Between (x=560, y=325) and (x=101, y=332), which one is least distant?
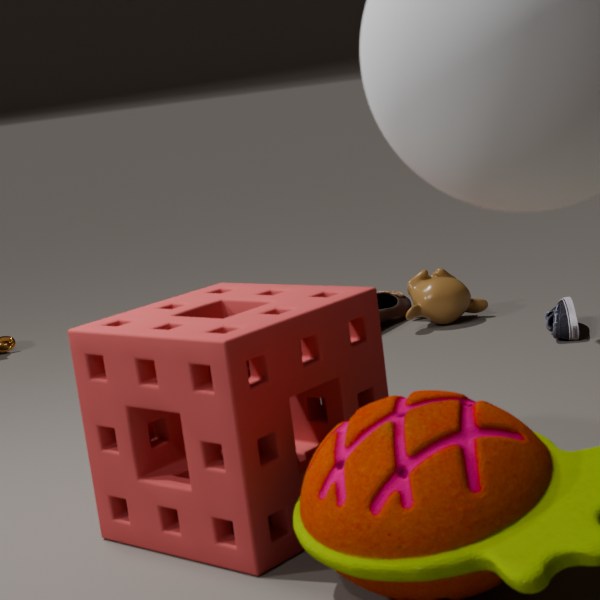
(x=101, y=332)
